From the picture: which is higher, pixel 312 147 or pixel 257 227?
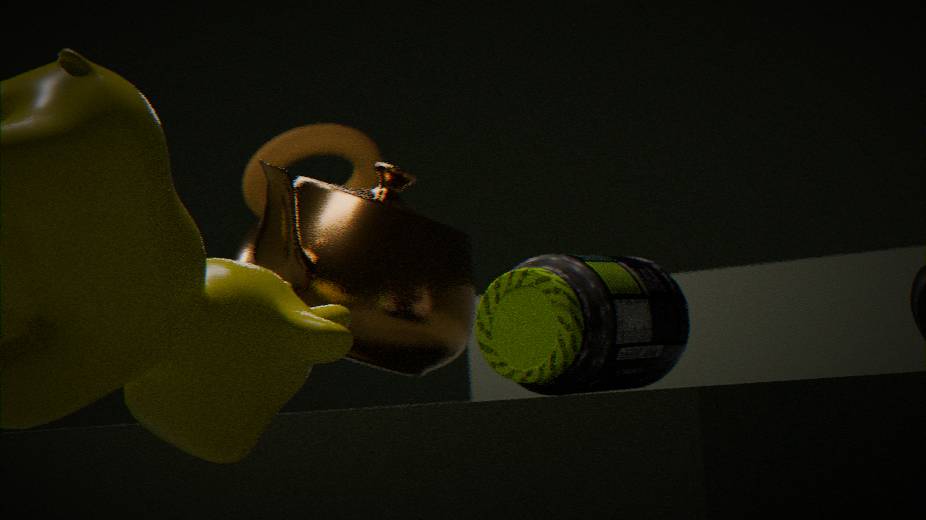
pixel 312 147
